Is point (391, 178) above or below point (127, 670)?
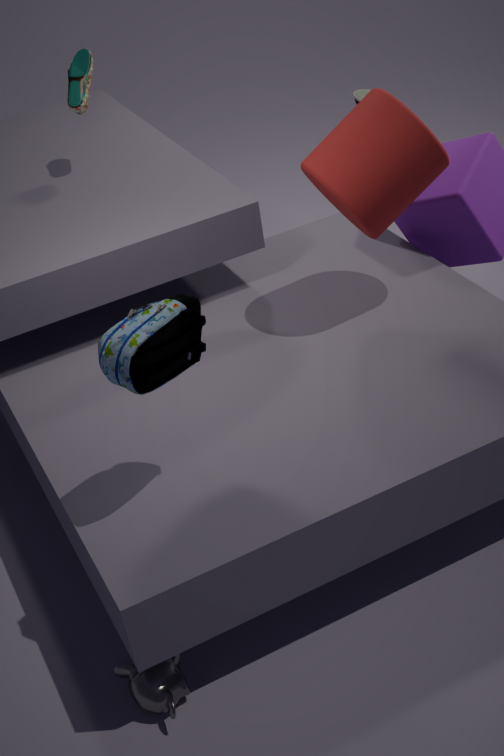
above
